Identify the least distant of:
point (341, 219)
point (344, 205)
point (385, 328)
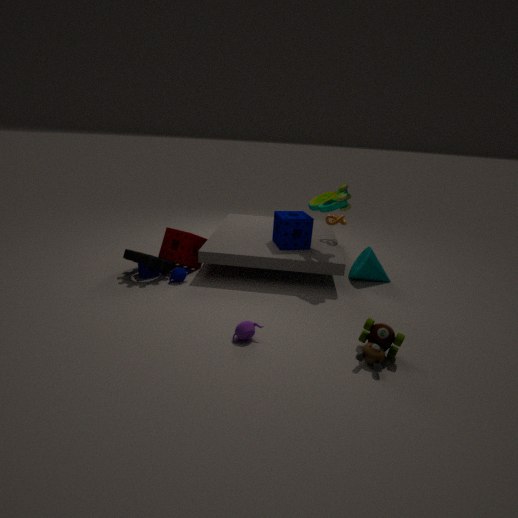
point (385, 328)
